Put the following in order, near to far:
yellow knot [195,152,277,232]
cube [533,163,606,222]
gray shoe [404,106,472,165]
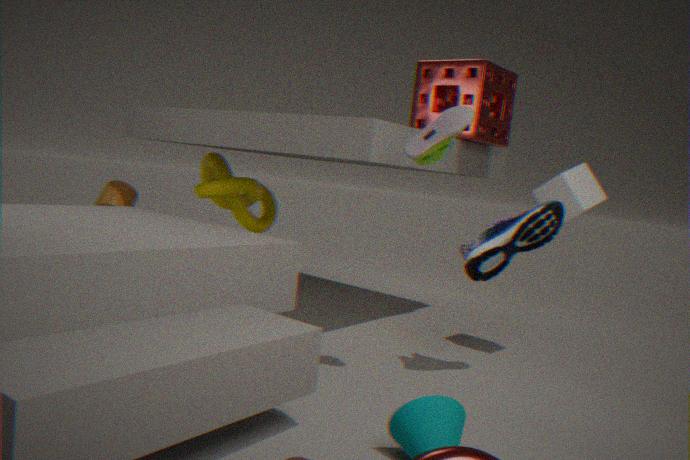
1. gray shoe [404,106,472,165]
2. cube [533,163,606,222]
3. yellow knot [195,152,277,232]
